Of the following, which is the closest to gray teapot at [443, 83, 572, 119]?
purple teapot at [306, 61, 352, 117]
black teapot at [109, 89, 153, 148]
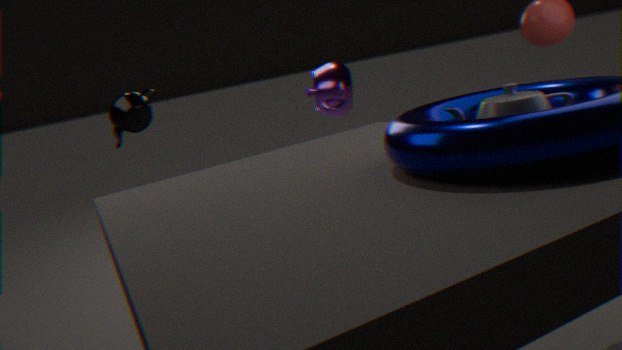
black teapot at [109, 89, 153, 148]
